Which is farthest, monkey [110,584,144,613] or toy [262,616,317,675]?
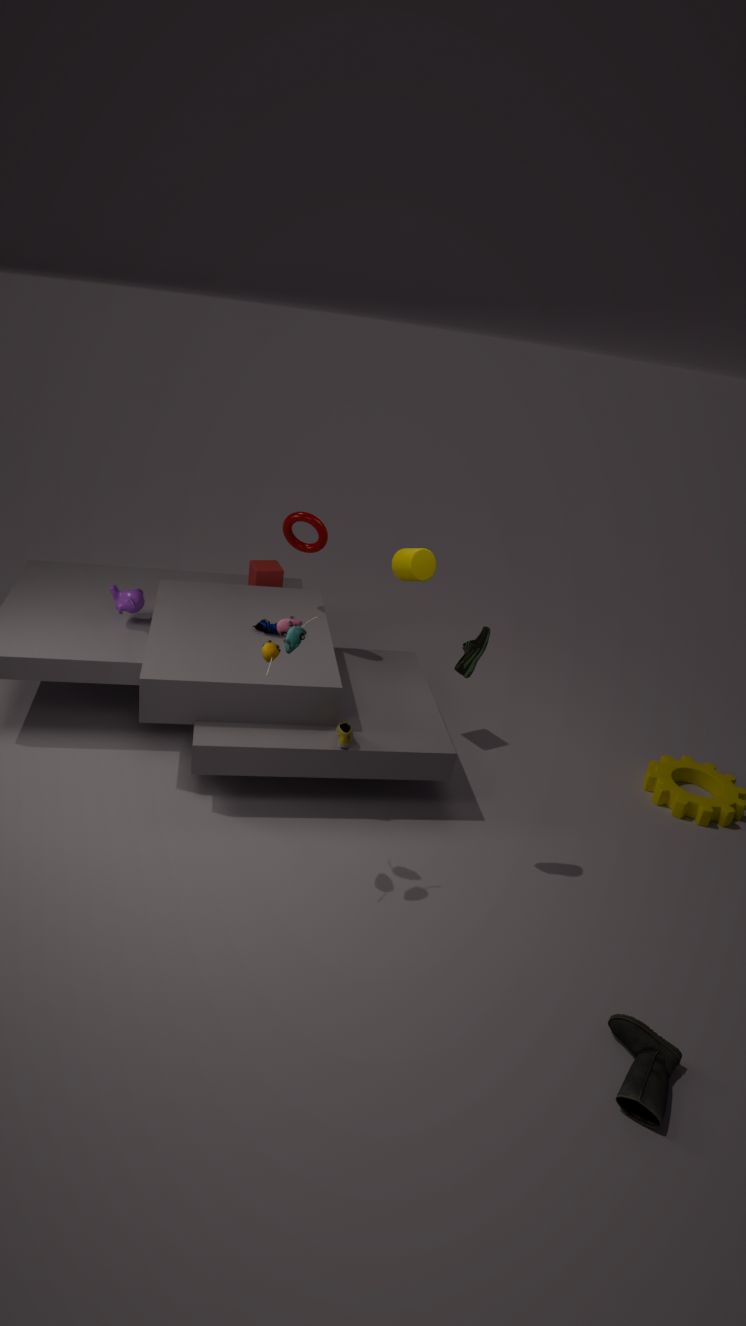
monkey [110,584,144,613]
